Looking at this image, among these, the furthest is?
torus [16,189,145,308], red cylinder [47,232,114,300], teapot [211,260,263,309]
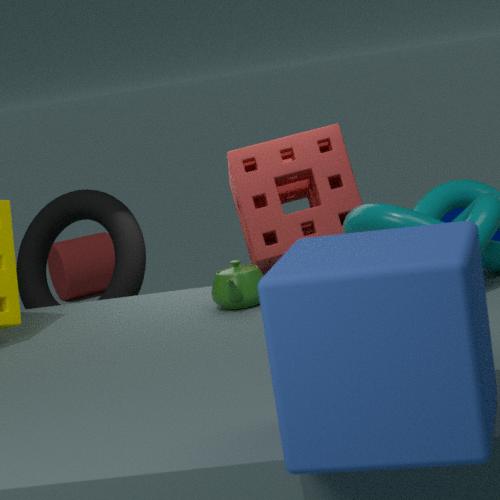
red cylinder [47,232,114,300]
